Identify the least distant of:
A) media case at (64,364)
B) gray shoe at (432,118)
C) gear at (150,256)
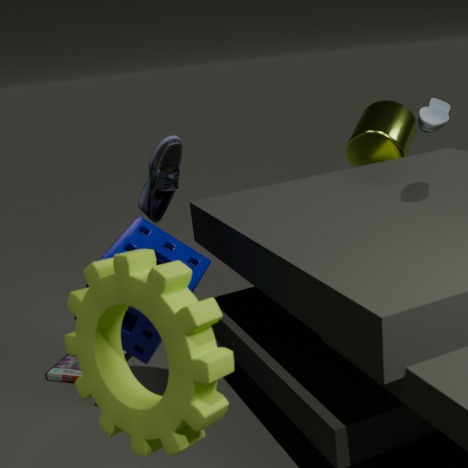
gear at (150,256)
